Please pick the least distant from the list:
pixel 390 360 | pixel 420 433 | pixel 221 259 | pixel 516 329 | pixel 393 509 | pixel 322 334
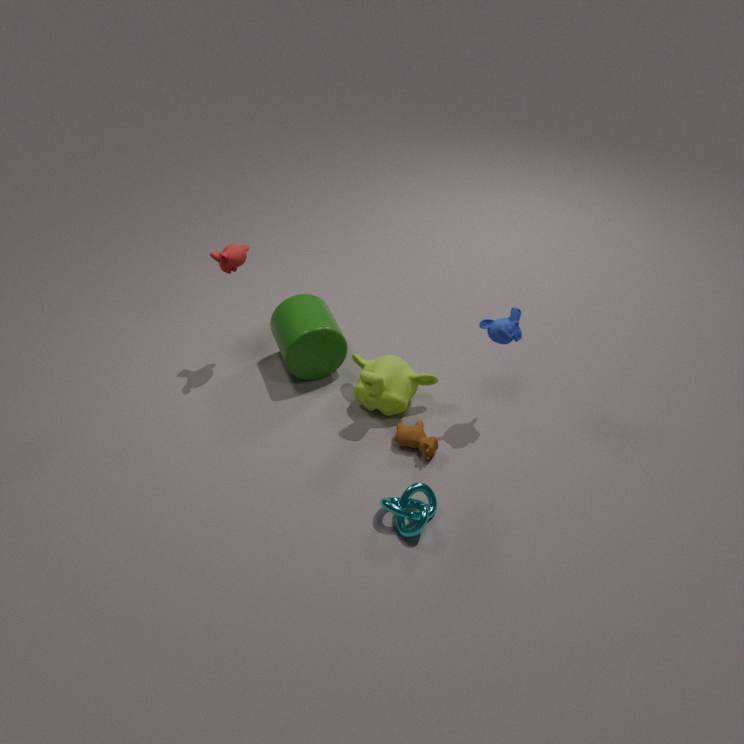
pixel 393 509
